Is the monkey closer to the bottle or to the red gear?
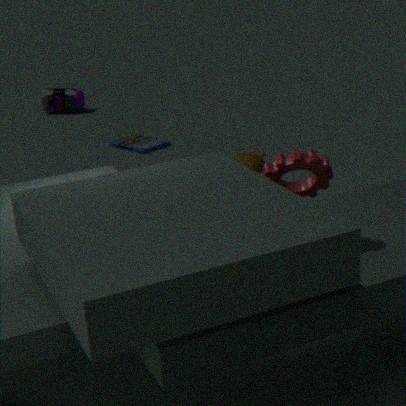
the red gear
